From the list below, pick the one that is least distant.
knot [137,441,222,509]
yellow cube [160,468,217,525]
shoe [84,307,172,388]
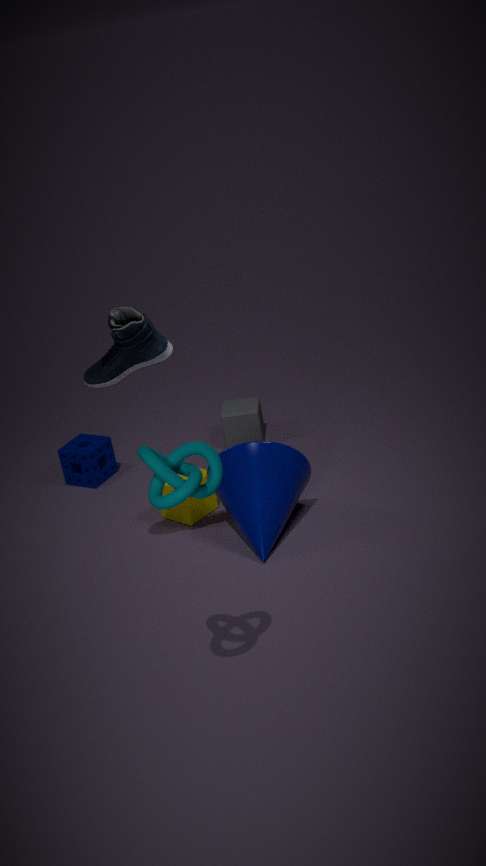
knot [137,441,222,509]
